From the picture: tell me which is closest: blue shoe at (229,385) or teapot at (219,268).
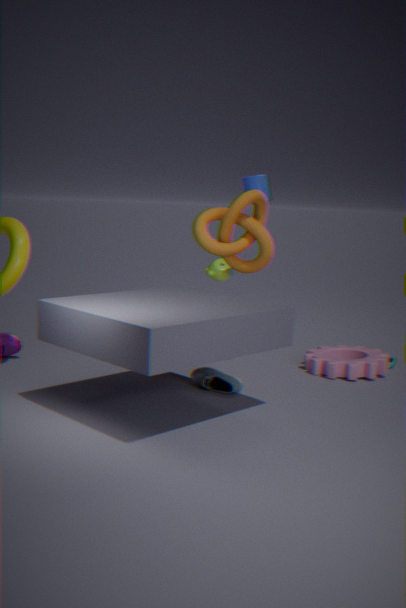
blue shoe at (229,385)
